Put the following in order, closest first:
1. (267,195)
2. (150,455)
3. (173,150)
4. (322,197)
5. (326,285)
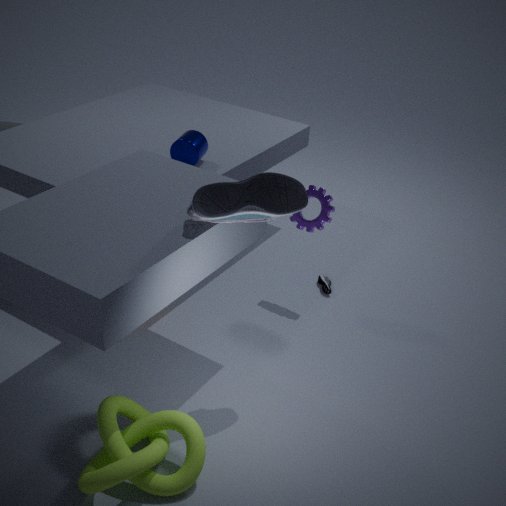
1. (150,455)
2. (267,195)
3. (322,197)
4. (173,150)
5. (326,285)
